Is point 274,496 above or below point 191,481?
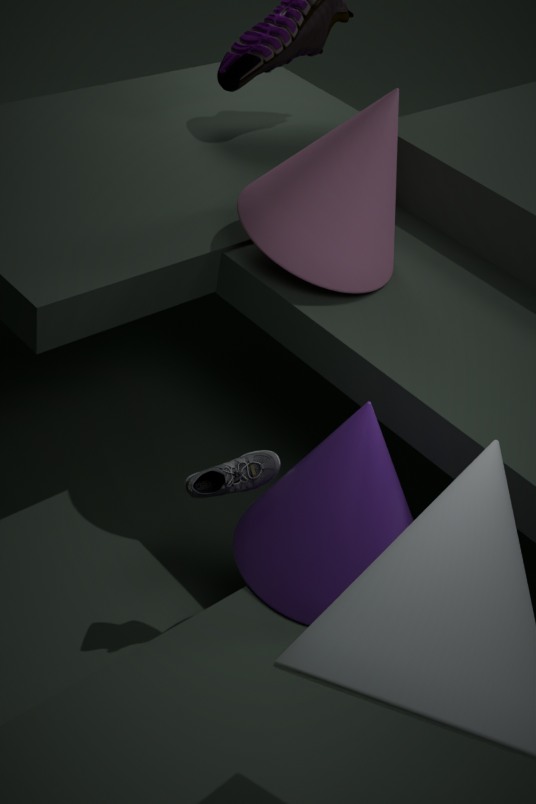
above
